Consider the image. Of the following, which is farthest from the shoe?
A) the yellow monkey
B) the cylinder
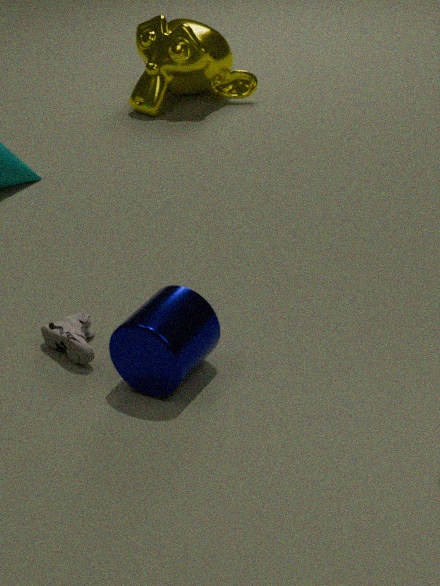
the yellow monkey
